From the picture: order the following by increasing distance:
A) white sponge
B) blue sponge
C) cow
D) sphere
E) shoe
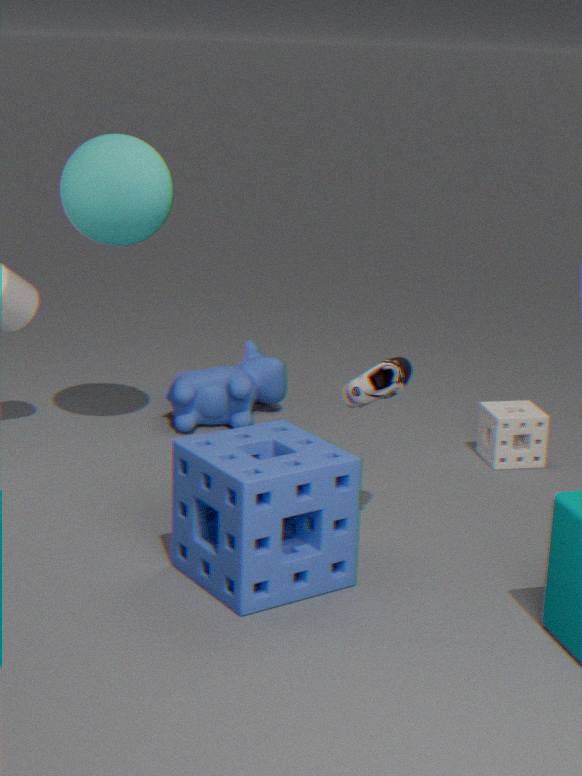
blue sponge < shoe < sphere < white sponge < cow
